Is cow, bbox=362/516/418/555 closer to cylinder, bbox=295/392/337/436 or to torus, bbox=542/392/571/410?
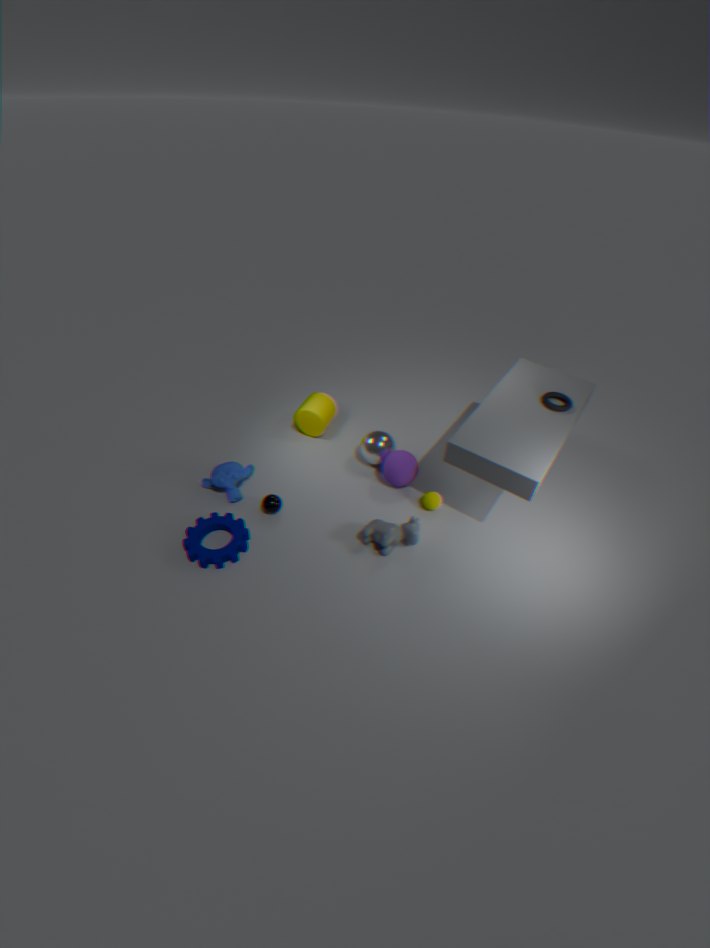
cylinder, bbox=295/392/337/436
